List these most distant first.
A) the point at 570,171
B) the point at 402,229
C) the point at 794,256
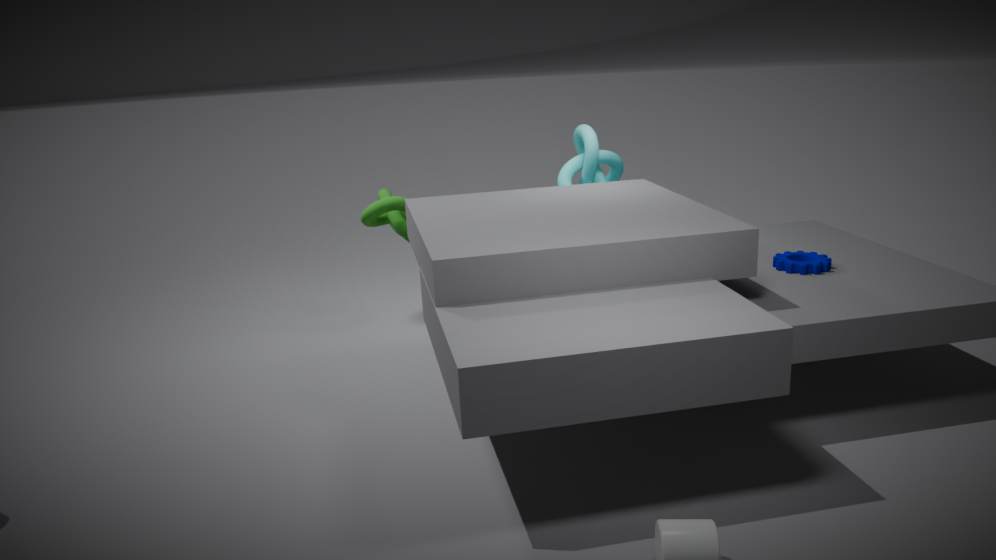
the point at 570,171
the point at 402,229
the point at 794,256
